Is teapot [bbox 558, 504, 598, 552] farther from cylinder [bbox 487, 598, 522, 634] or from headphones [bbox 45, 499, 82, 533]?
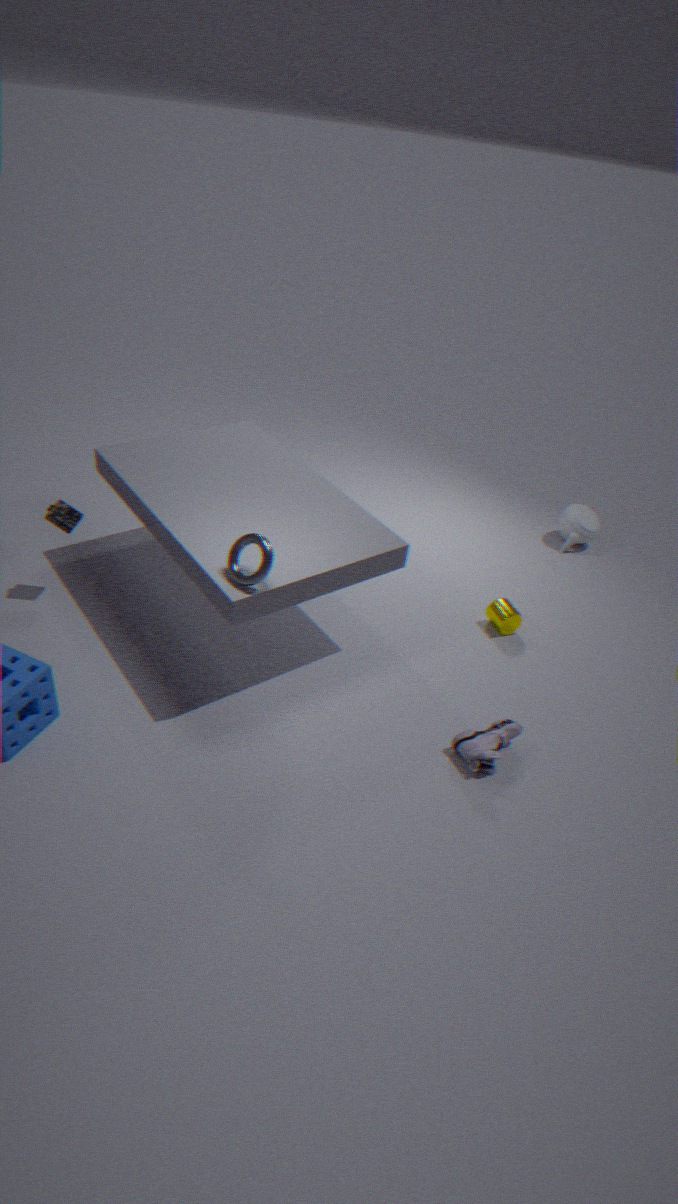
headphones [bbox 45, 499, 82, 533]
